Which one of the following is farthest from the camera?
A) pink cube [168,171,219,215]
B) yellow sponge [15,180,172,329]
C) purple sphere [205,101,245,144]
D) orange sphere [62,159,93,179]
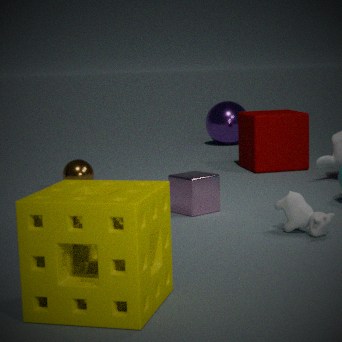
purple sphere [205,101,245,144]
